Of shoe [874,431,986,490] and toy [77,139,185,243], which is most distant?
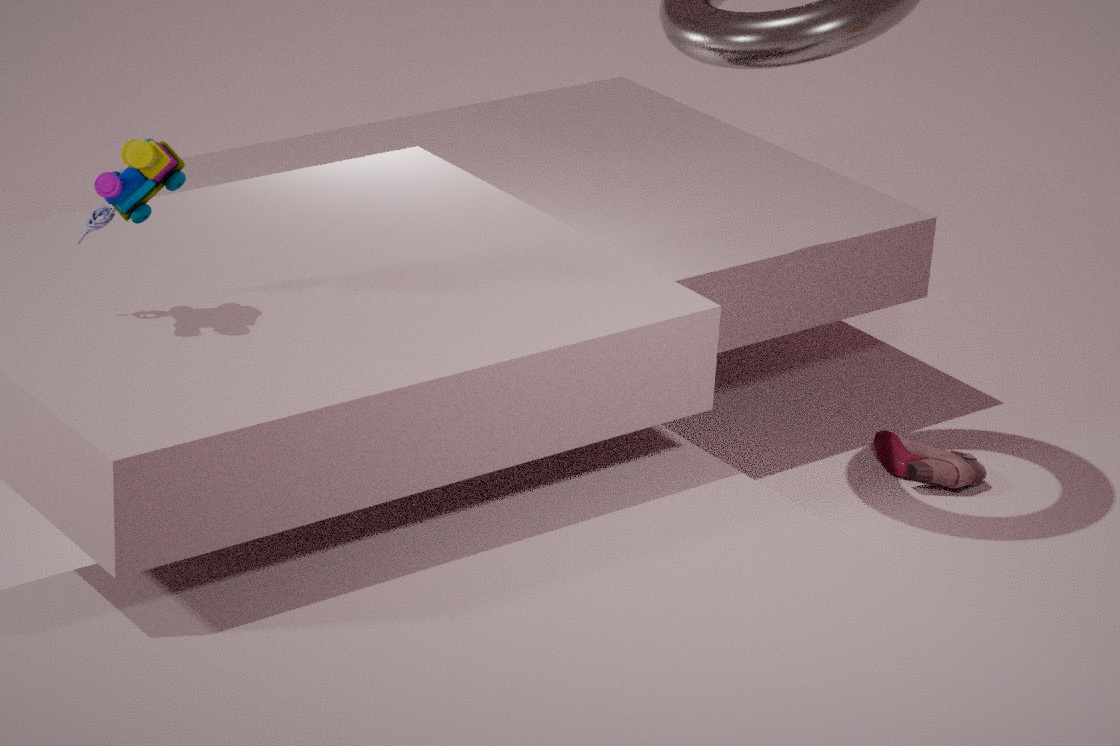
shoe [874,431,986,490]
